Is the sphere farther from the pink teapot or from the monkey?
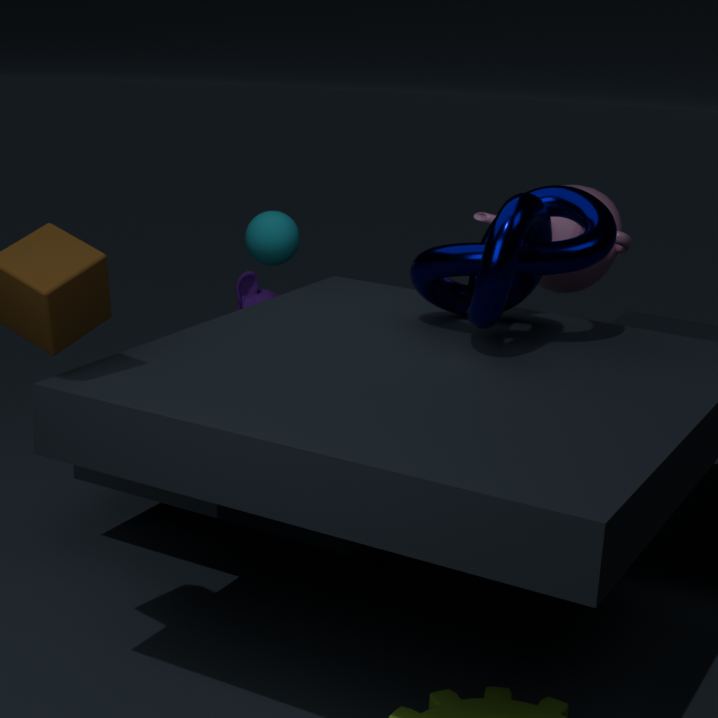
the monkey
